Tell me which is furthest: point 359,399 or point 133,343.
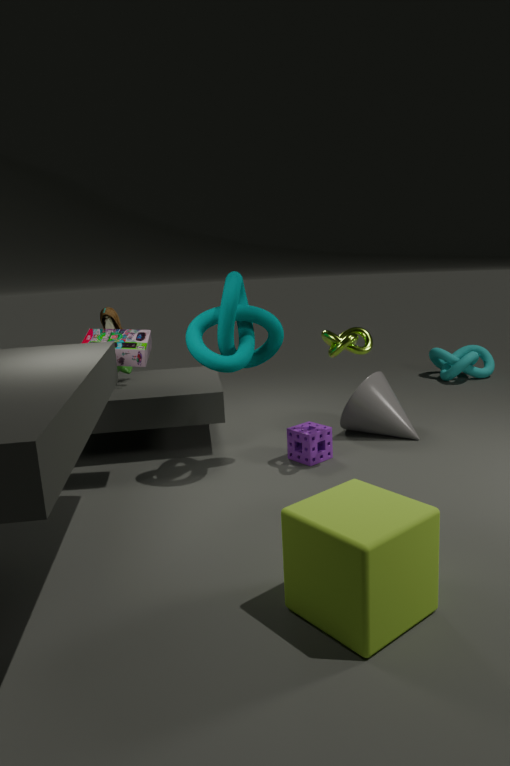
point 359,399
